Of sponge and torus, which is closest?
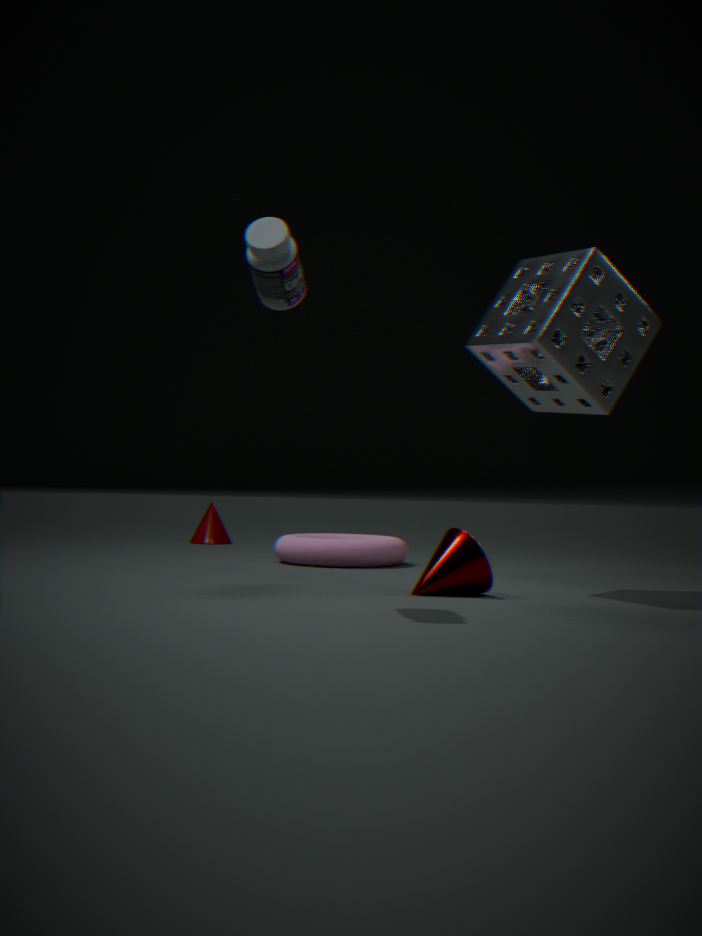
sponge
